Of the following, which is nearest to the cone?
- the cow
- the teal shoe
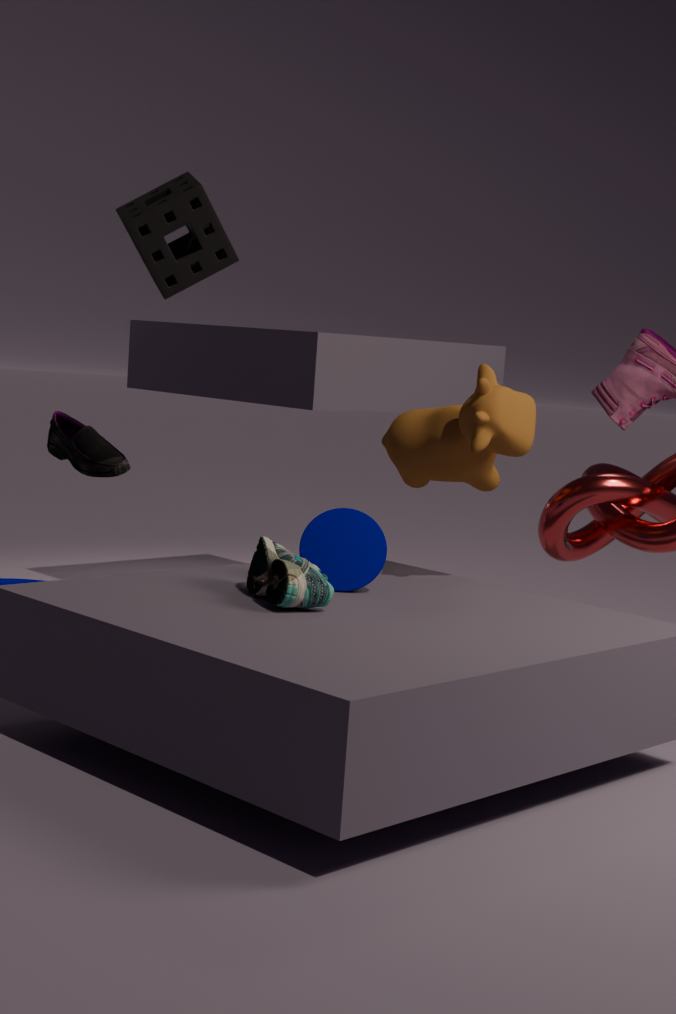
the teal shoe
